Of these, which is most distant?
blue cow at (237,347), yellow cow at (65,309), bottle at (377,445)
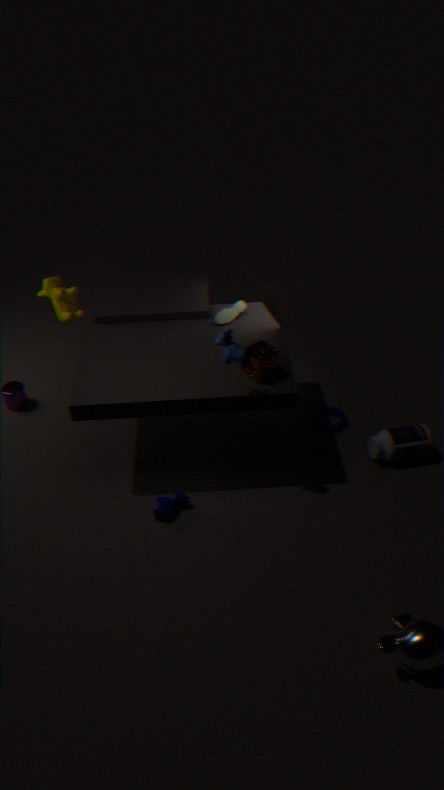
yellow cow at (65,309)
